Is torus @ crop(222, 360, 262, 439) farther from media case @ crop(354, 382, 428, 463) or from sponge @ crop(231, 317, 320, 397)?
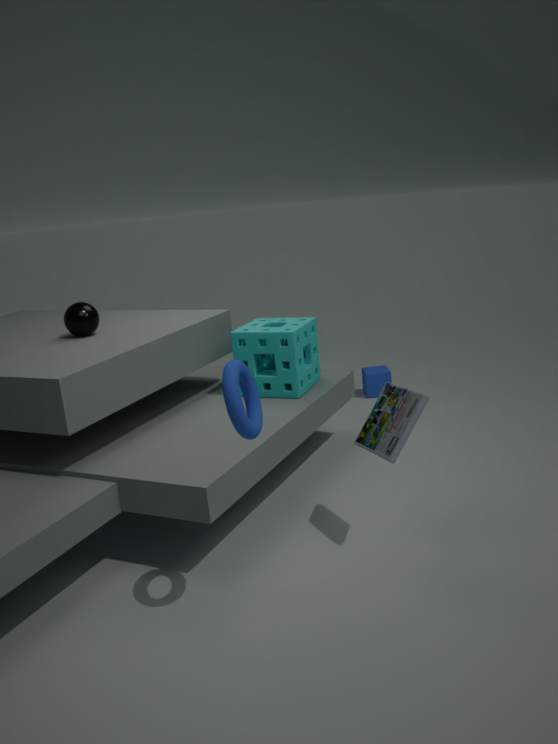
sponge @ crop(231, 317, 320, 397)
